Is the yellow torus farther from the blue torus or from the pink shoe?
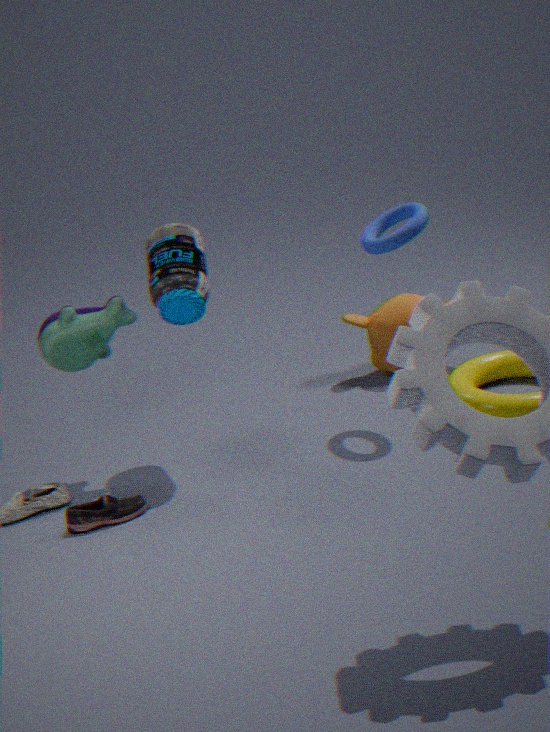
the pink shoe
